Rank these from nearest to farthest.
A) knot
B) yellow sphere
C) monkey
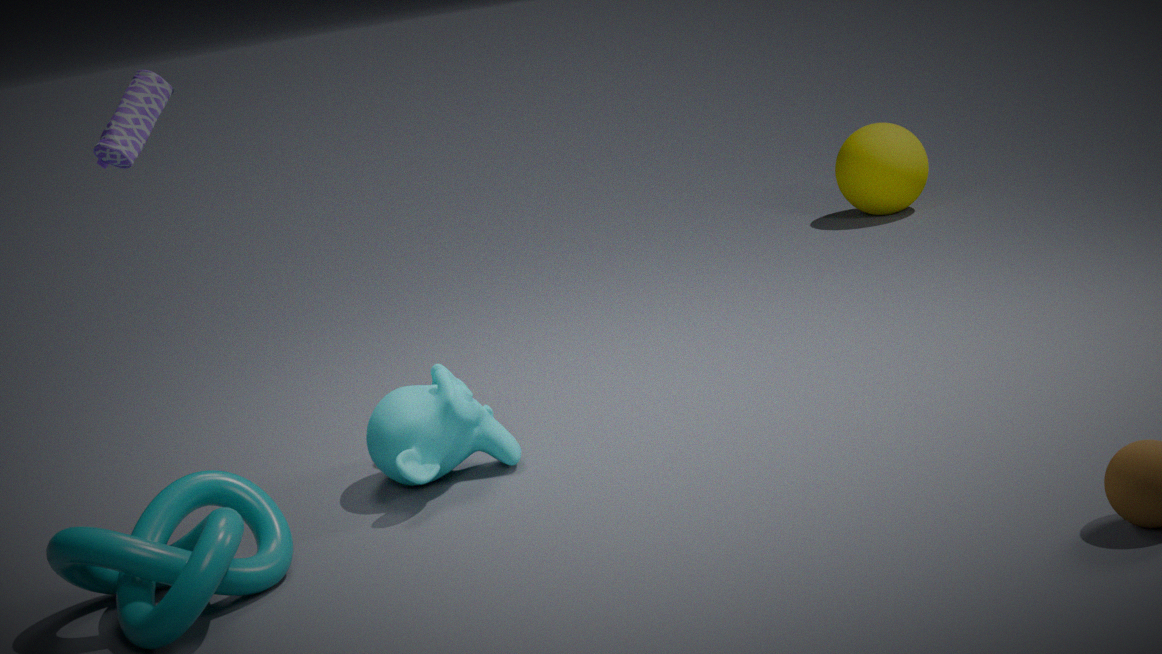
1. knot
2. monkey
3. yellow sphere
